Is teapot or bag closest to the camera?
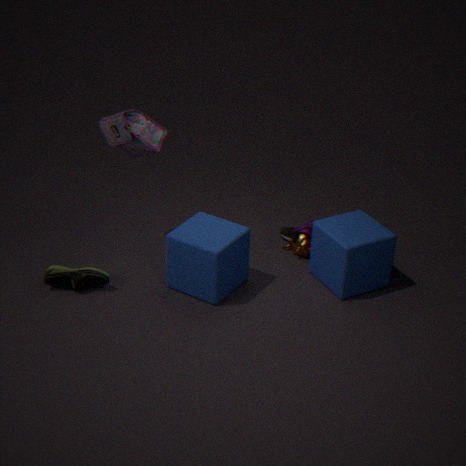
bag
